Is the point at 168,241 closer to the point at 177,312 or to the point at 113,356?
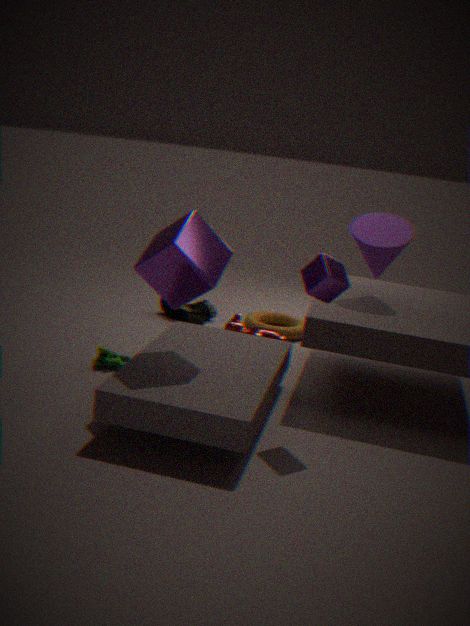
the point at 113,356
